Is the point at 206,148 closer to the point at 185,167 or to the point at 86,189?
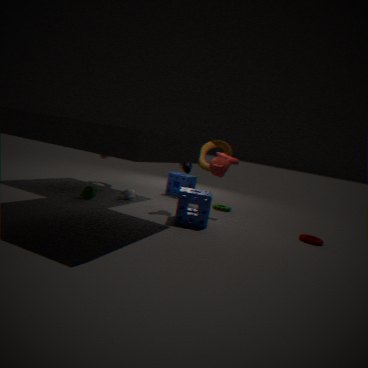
the point at 185,167
